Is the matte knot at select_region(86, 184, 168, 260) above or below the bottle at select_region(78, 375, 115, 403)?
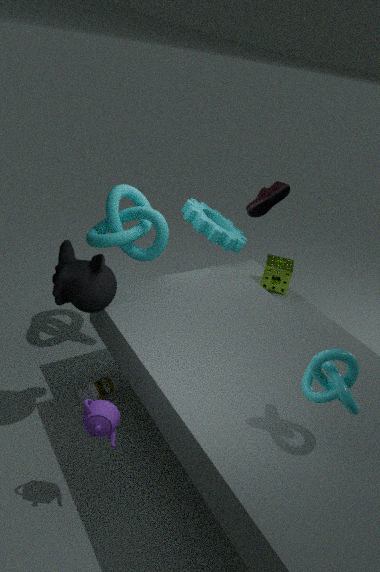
above
